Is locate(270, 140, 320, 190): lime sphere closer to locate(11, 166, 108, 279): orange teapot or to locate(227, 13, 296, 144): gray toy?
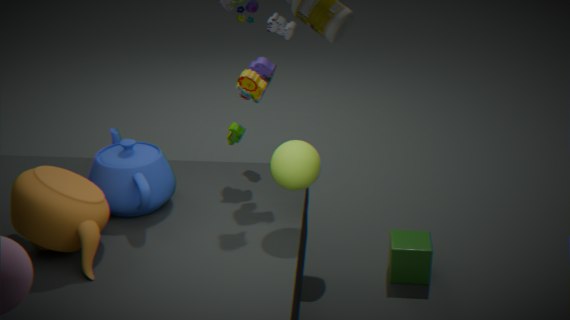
locate(227, 13, 296, 144): gray toy
